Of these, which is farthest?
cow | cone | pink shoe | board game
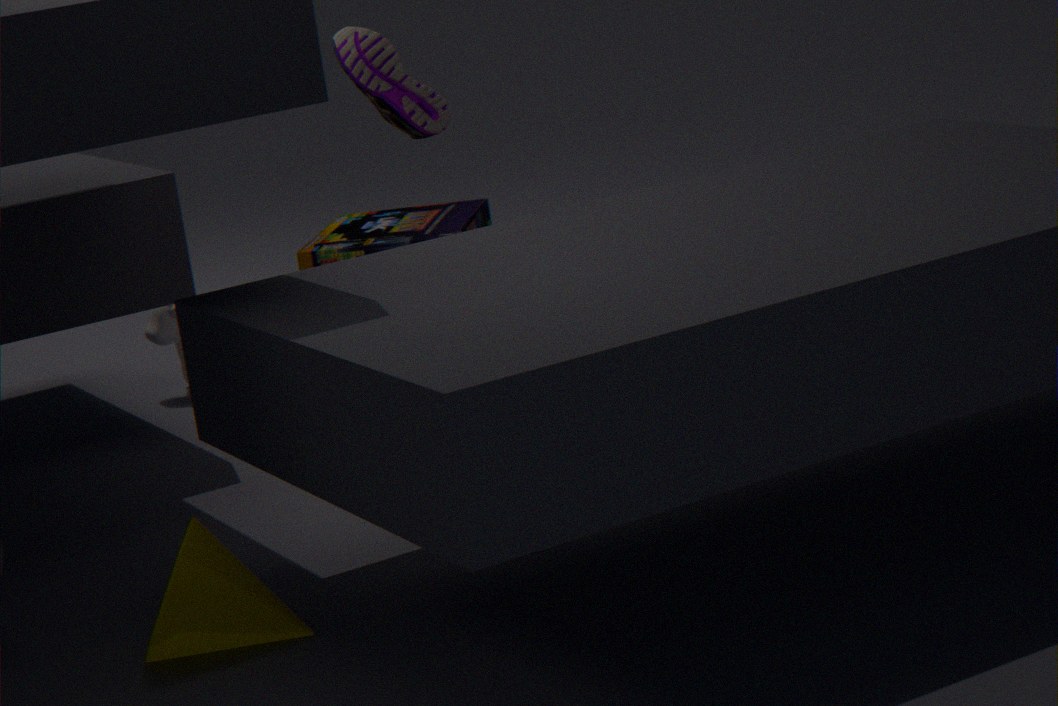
board game
